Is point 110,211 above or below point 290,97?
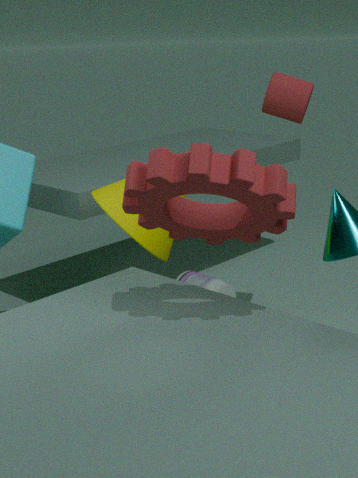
below
